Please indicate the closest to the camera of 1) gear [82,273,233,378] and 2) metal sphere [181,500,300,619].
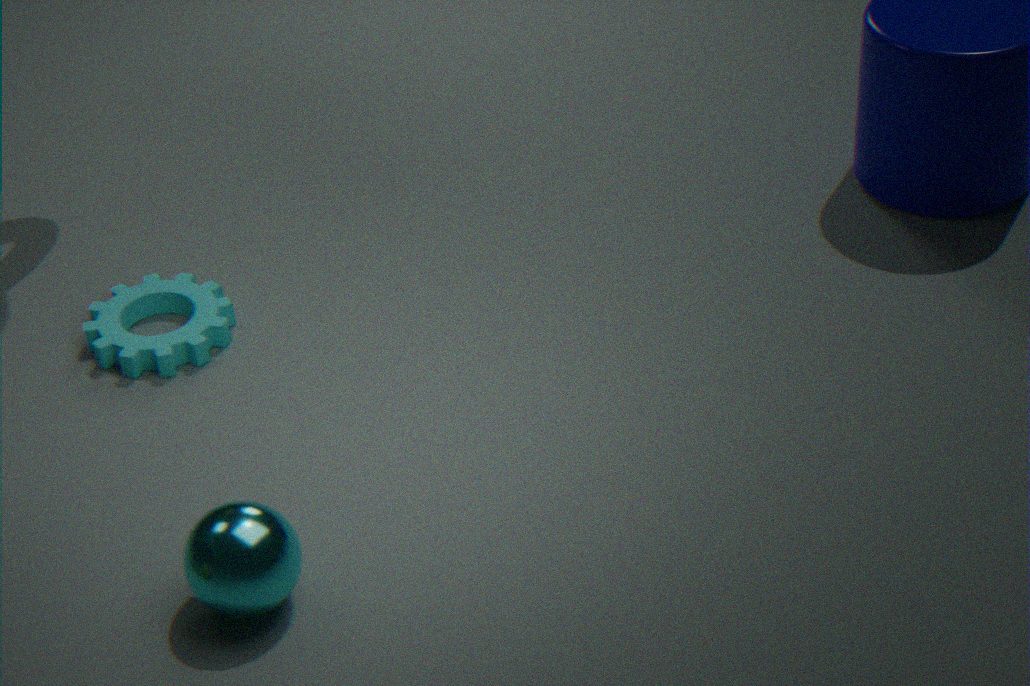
2. metal sphere [181,500,300,619]
